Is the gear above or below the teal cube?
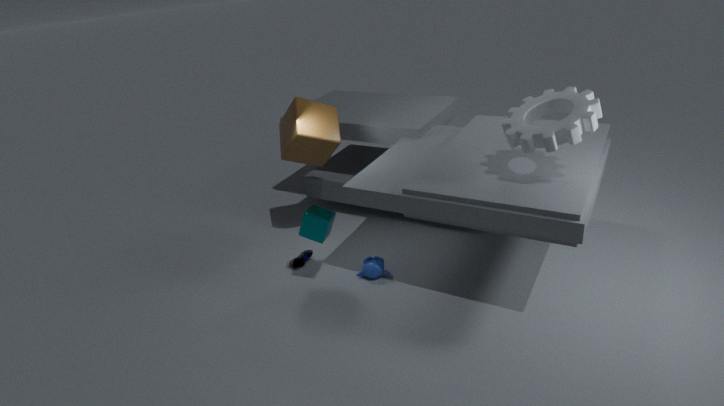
above
